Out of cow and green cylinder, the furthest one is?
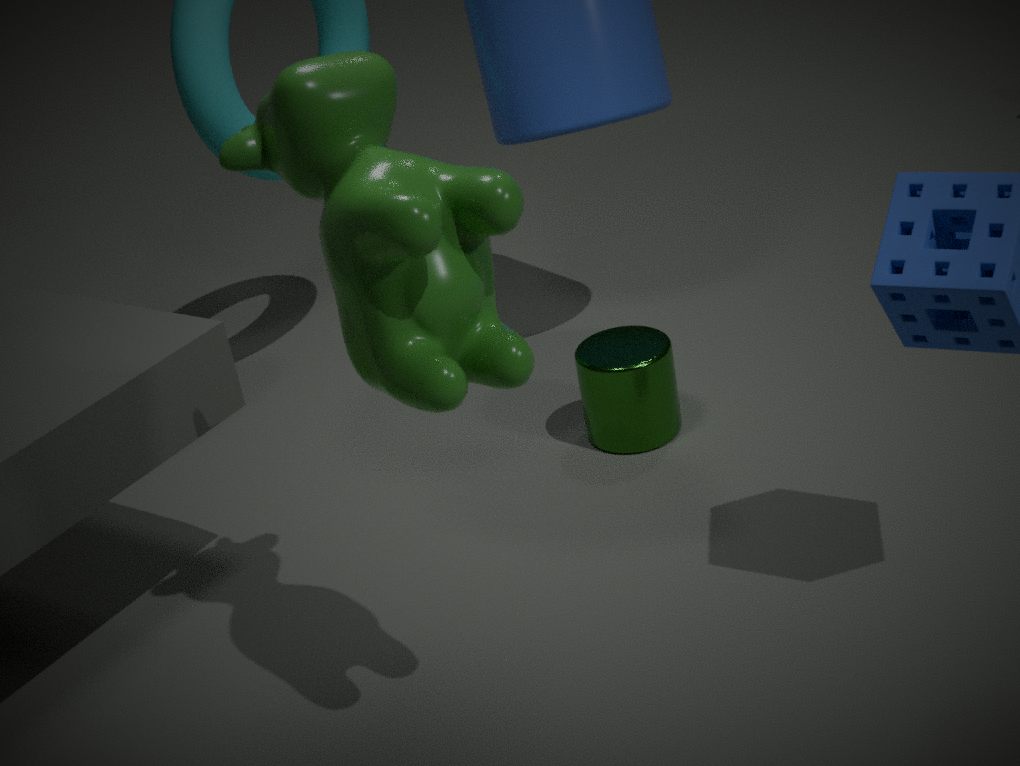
green cylinder
